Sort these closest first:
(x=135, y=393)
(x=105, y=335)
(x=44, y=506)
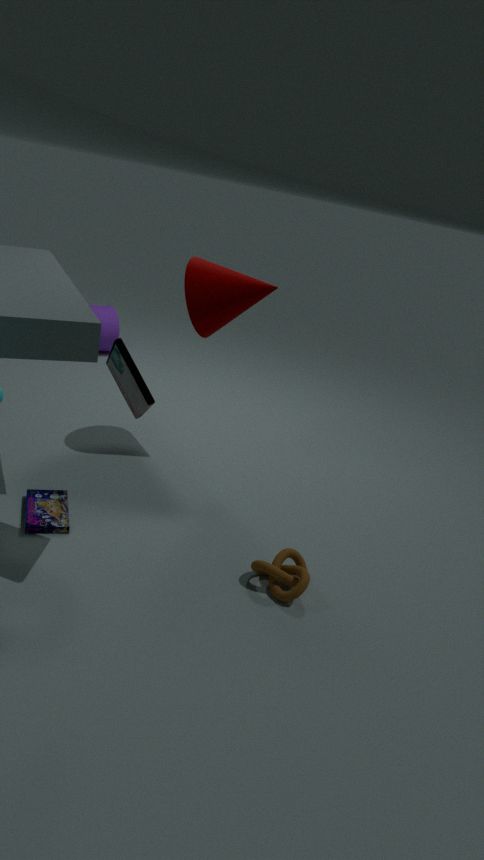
(x=135, y=393) < (x=44, y=506) < (x=105, y=335)
